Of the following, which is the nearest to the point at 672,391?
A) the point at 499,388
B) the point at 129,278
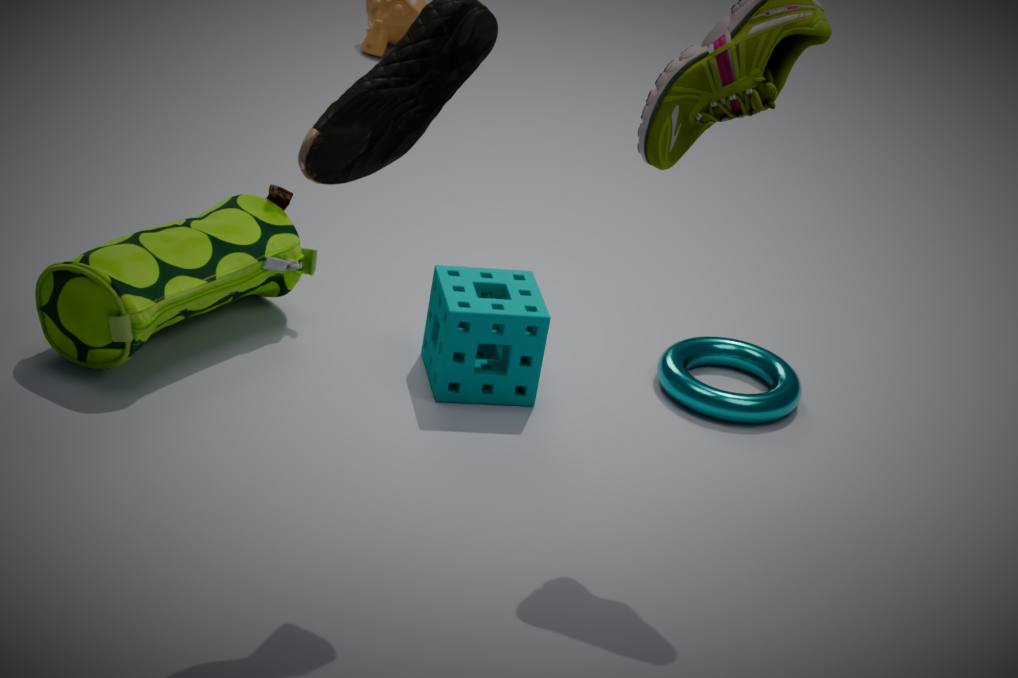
the point at 499,388
